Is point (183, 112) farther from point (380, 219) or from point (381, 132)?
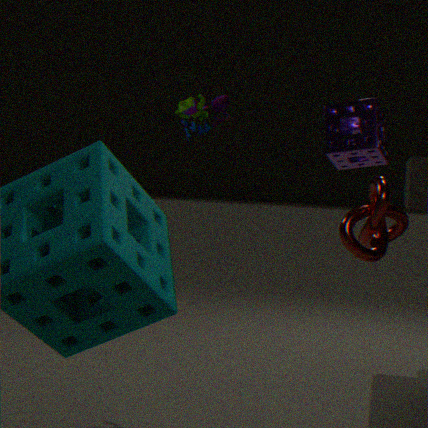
point (380, 219)
